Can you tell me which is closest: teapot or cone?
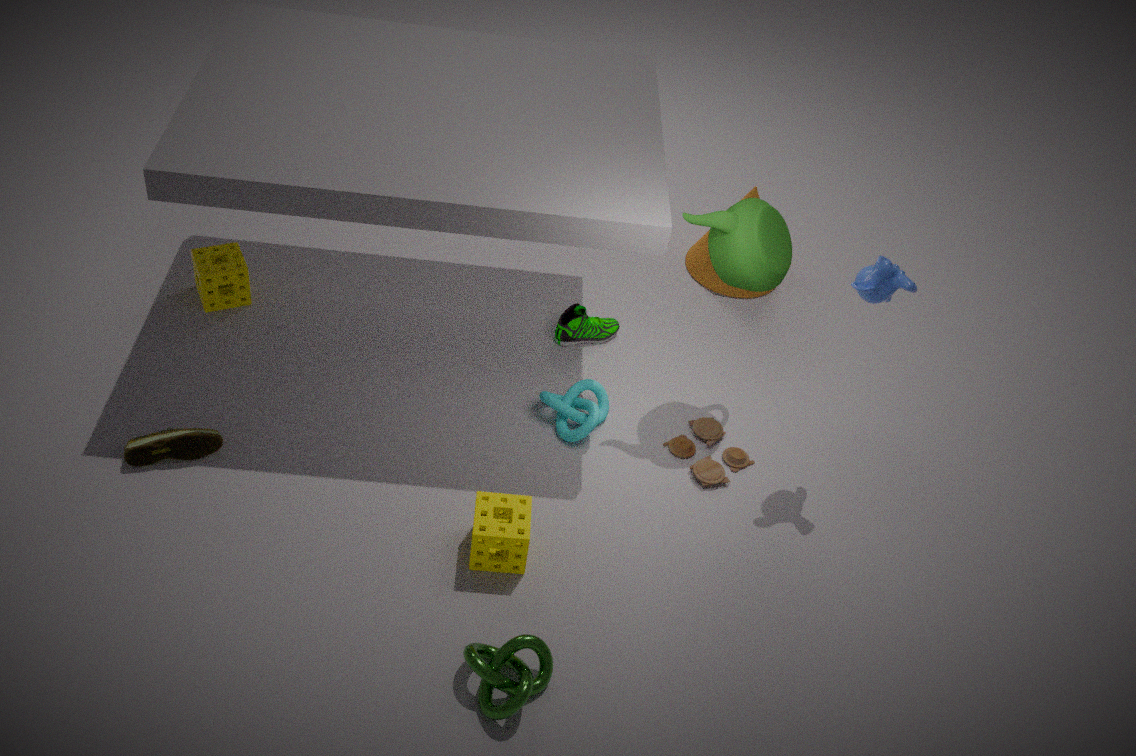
teapot
